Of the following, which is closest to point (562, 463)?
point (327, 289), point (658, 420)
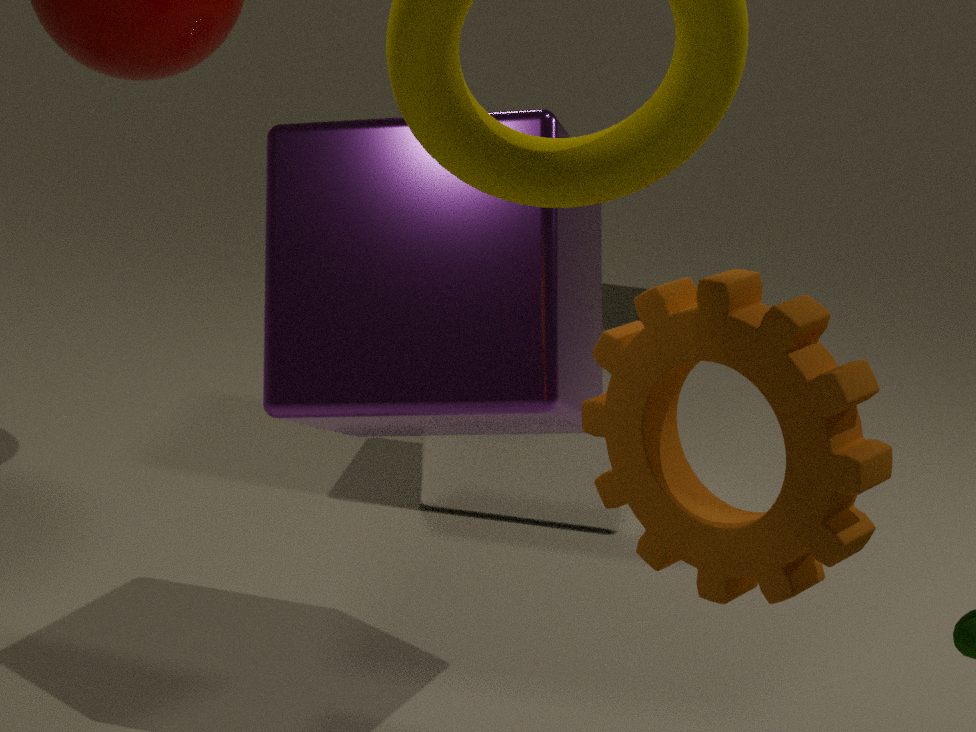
point (327, 289)
